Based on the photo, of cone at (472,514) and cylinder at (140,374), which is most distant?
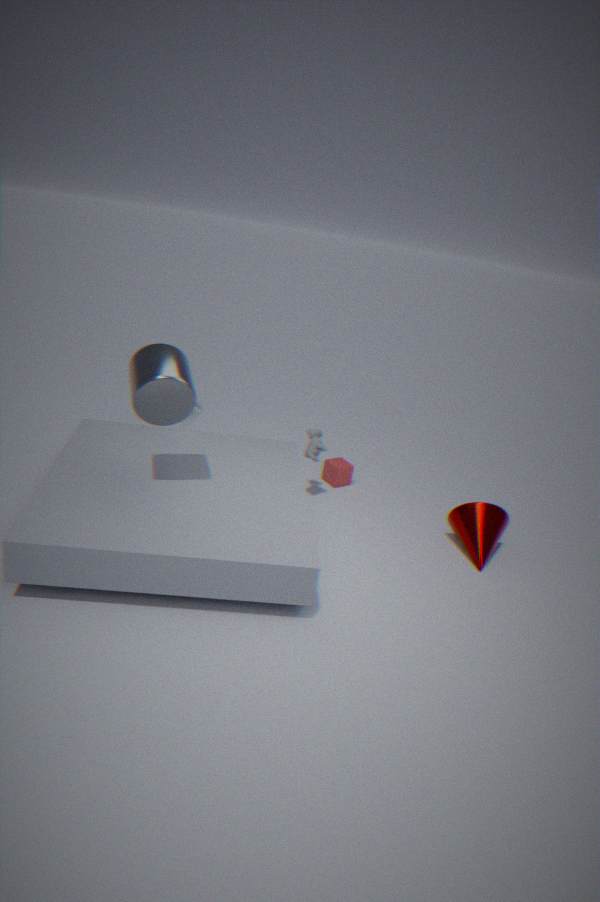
cone at (472,514)
